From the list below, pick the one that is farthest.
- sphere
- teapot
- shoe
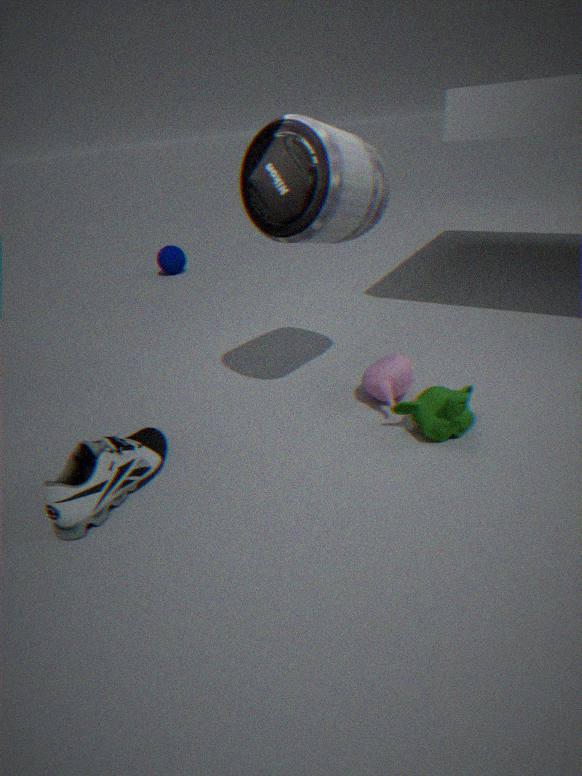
sphere
